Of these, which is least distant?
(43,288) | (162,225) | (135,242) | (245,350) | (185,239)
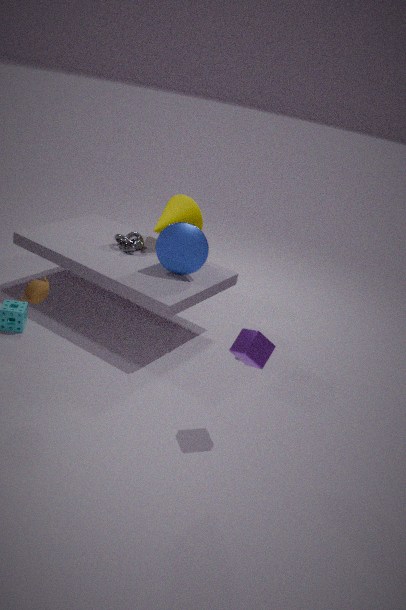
(245,350)
